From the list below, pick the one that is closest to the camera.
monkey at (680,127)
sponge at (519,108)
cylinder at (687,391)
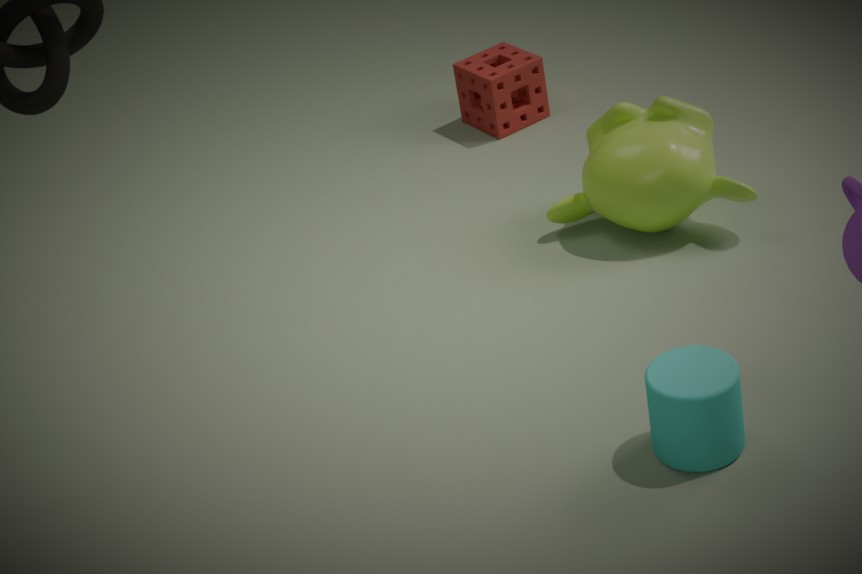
cylinder at (687,391)
